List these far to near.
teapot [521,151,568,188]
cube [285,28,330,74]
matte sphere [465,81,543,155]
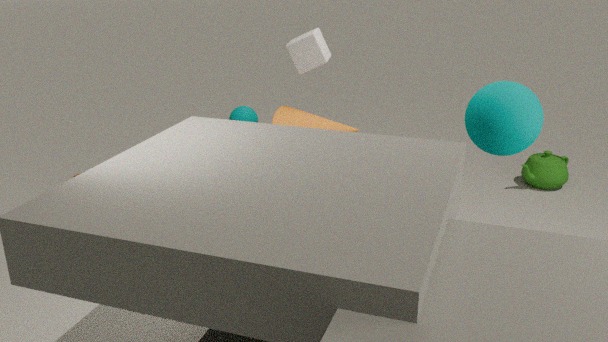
teapot [521,151,568,188] < cube [285,28,330,74] < matte sphere [465,81,543,155]
